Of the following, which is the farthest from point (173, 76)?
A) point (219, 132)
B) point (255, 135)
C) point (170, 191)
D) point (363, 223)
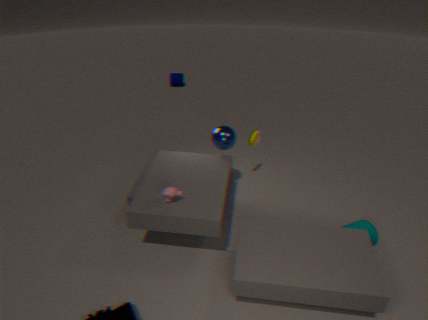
point (363, 223)
